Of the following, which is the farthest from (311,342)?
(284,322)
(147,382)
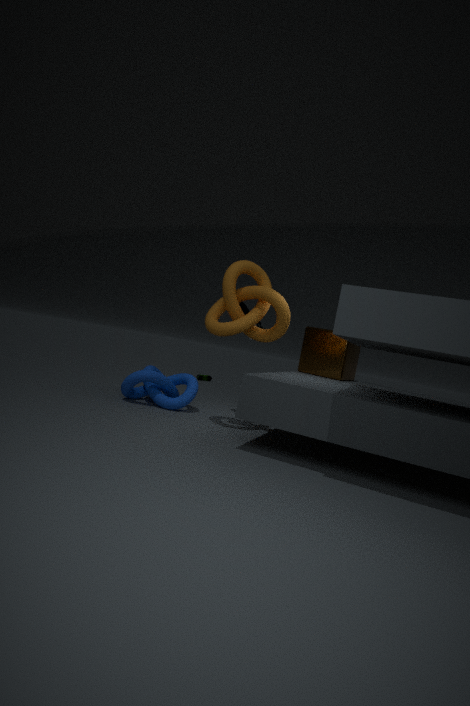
(147,382)
